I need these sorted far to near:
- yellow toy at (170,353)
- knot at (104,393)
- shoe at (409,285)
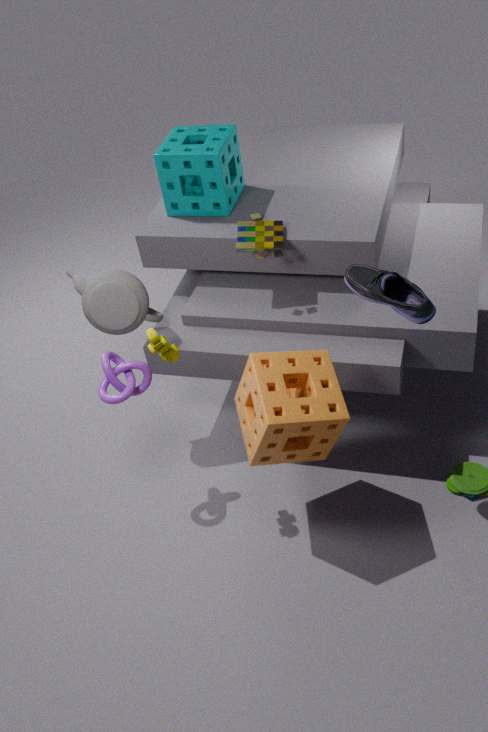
knot at (104,393) < yellow toy at (170,353) < shoe at (409,285)
